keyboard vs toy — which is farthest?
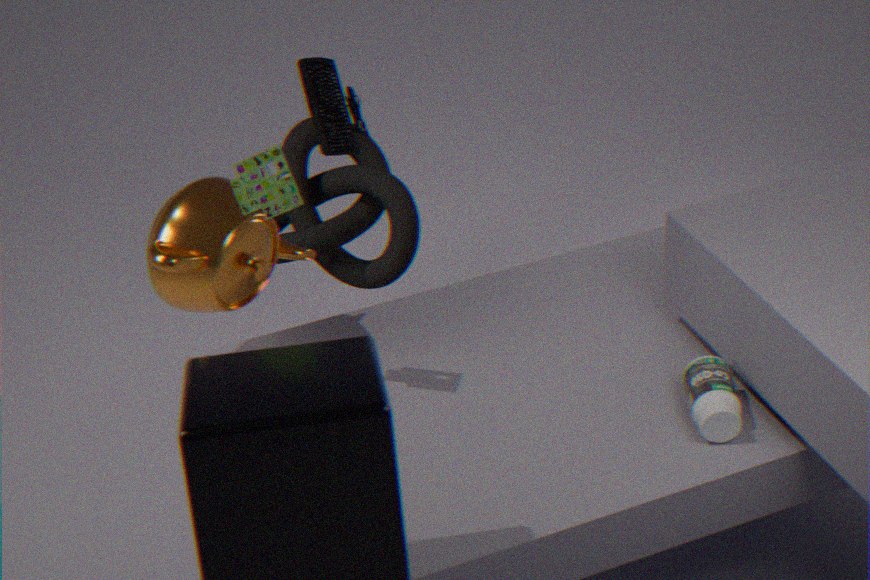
keyboard
